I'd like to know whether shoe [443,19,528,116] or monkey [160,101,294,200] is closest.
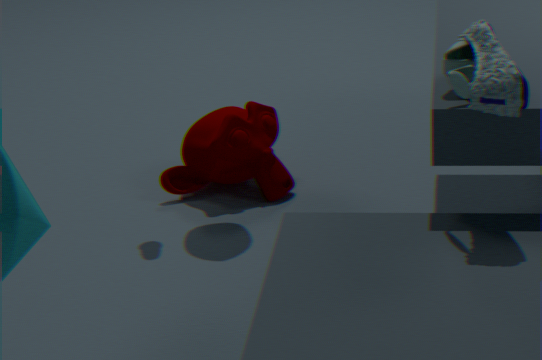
shoe [443,19,528,116]
